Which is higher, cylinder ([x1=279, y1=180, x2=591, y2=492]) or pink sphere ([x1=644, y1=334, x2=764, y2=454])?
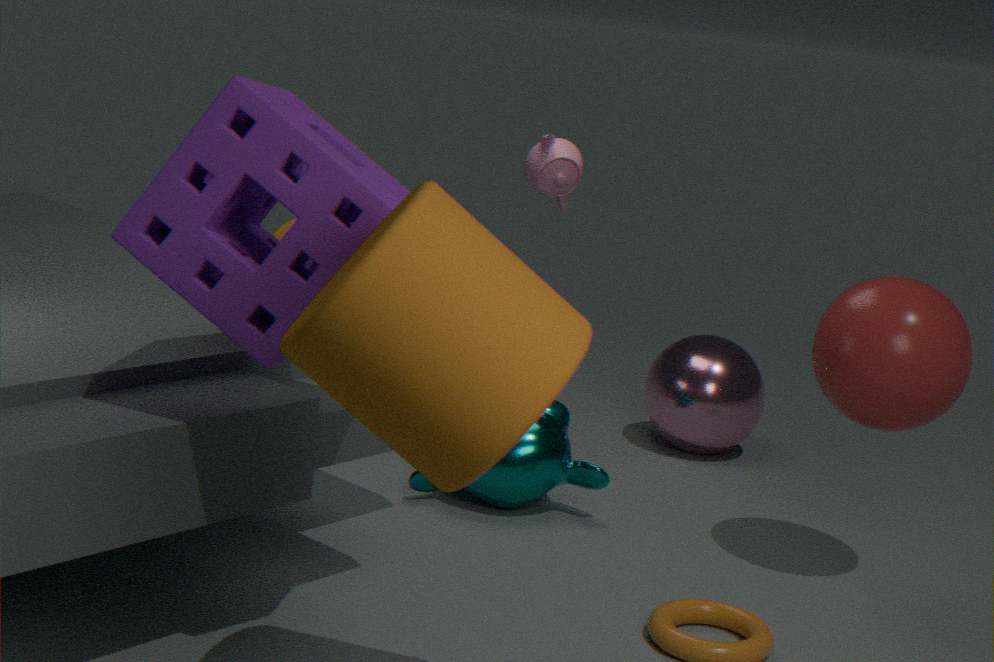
cylinder ([x1=279, y1=180, x2=591, y2=492])
